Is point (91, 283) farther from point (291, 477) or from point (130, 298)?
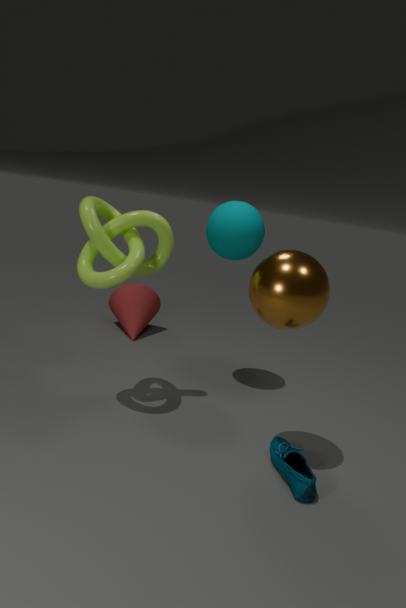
point (130, 298)
